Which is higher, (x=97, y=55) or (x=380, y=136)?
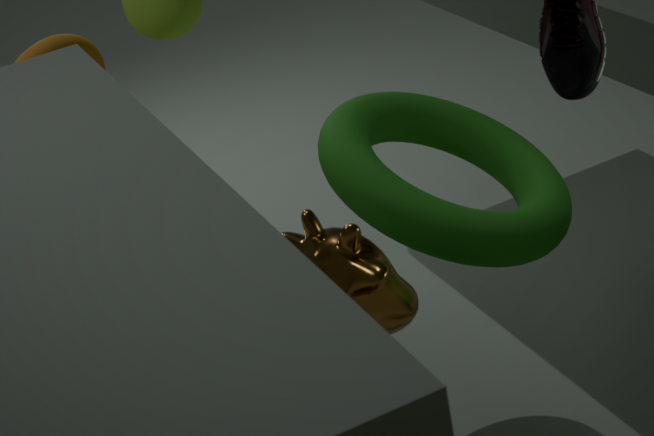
(x=97, y=55)
